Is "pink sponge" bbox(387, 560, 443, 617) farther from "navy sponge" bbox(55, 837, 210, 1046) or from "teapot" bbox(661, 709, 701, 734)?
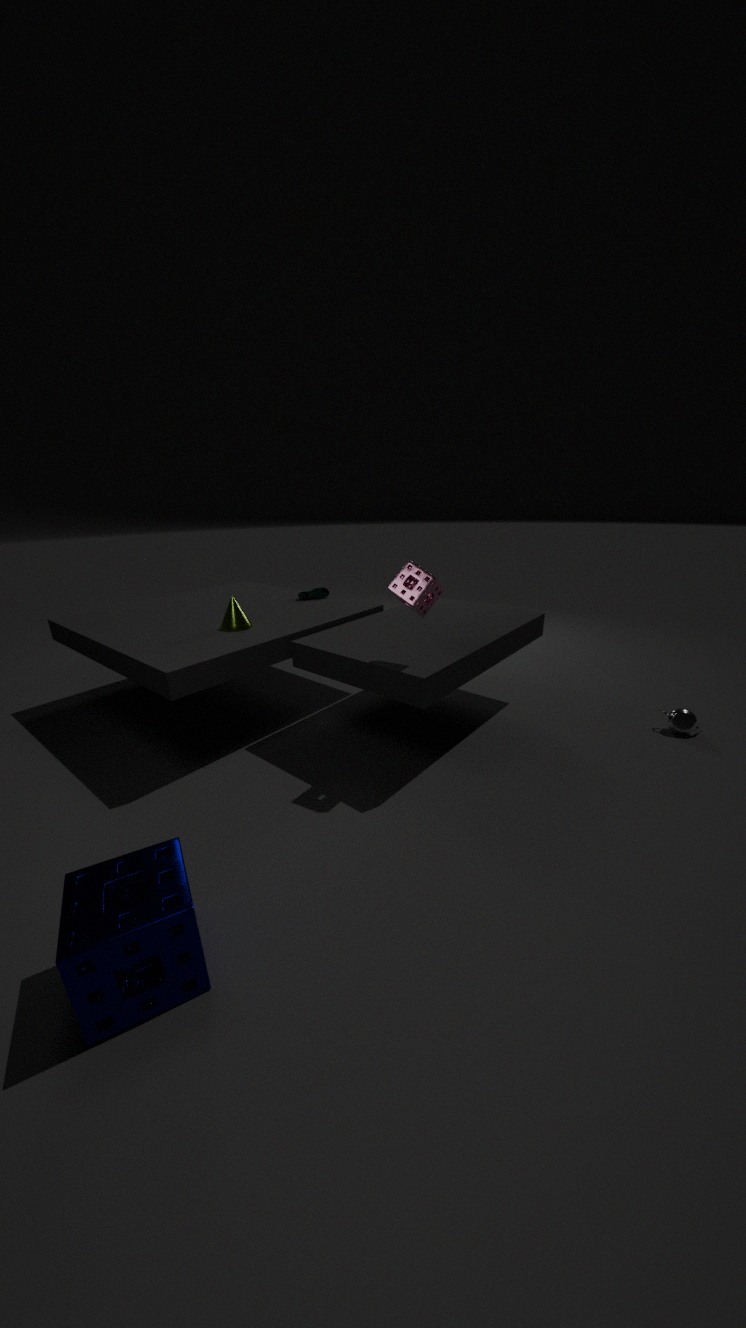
"teapot" bbox(661, 709, 701, 734)
